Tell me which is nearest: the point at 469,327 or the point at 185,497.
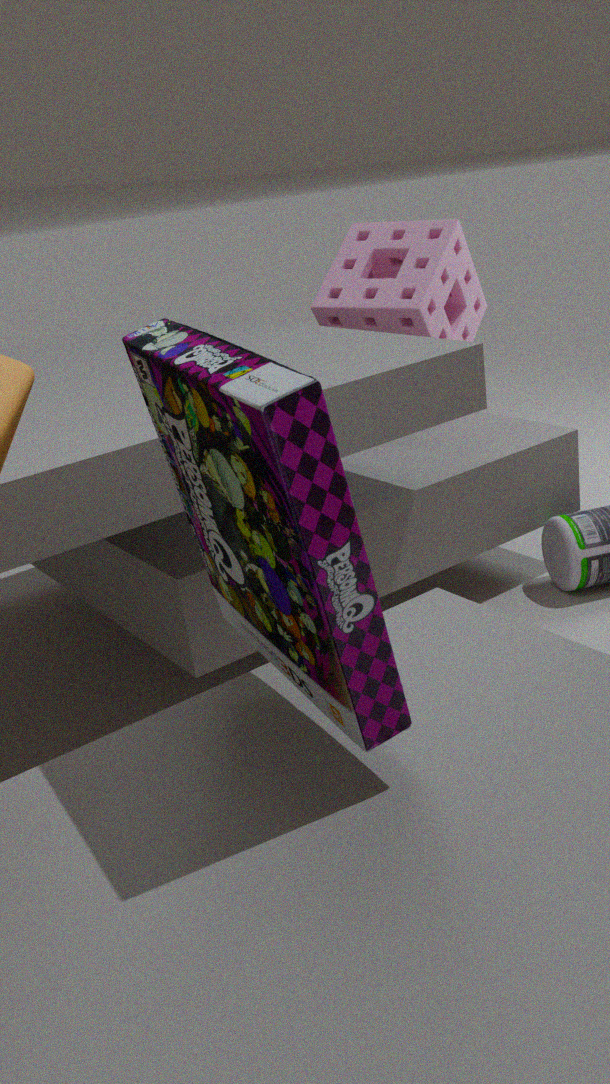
the point at 185,497
